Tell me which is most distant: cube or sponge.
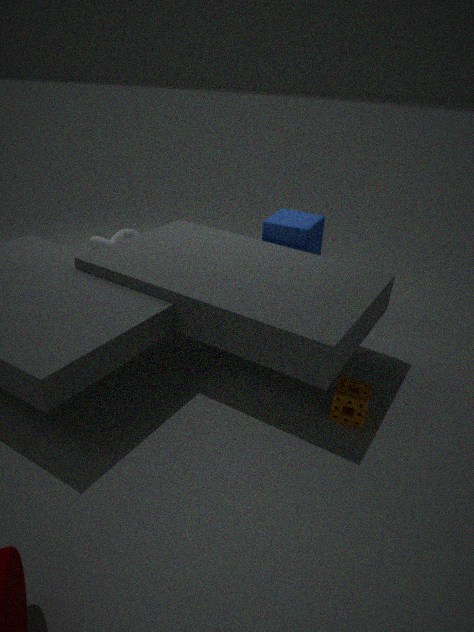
cube
